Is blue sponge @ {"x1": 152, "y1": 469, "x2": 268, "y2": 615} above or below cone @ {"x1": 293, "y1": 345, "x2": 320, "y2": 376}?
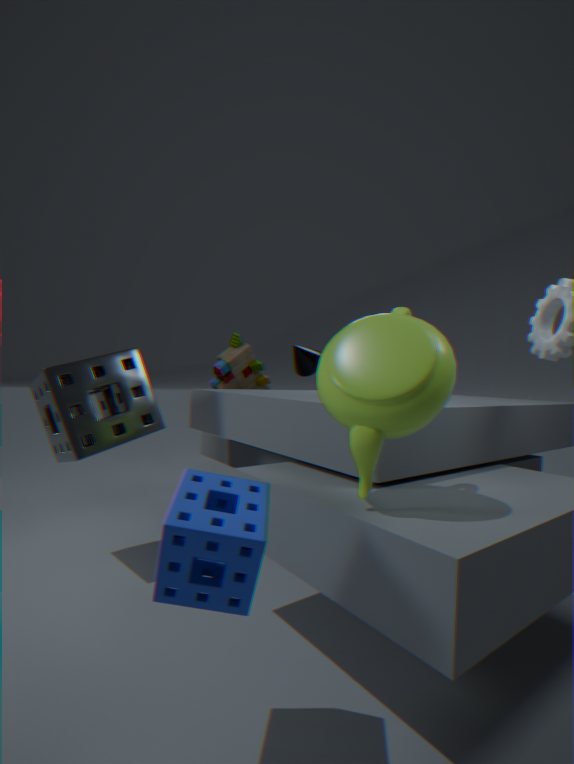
below
